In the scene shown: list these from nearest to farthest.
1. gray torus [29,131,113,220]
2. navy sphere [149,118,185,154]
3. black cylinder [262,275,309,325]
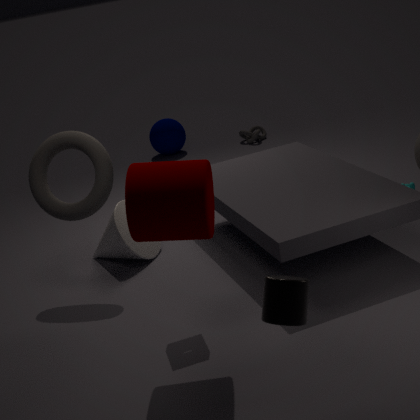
black cylinder [262,275,309,325] < gray torus [29,131,113,220] < navy sphere [149,118,185,154]
